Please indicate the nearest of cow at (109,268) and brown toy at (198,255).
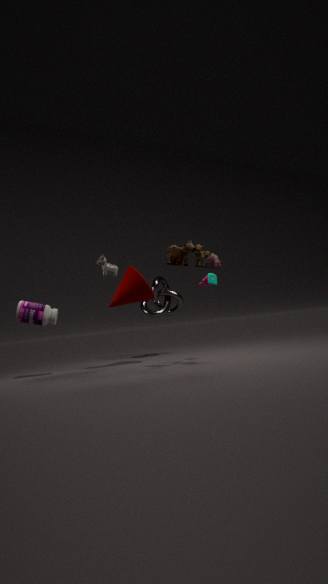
brown toy at (198,255)
